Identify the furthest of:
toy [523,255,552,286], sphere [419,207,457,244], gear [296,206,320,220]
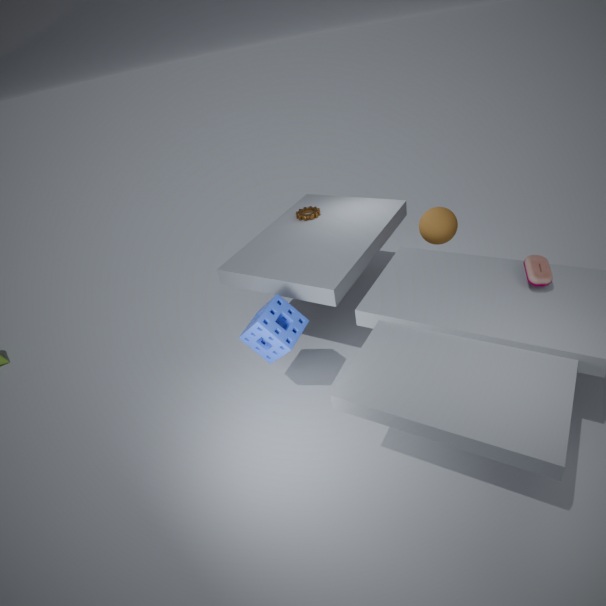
gear [296,206,320,220]
